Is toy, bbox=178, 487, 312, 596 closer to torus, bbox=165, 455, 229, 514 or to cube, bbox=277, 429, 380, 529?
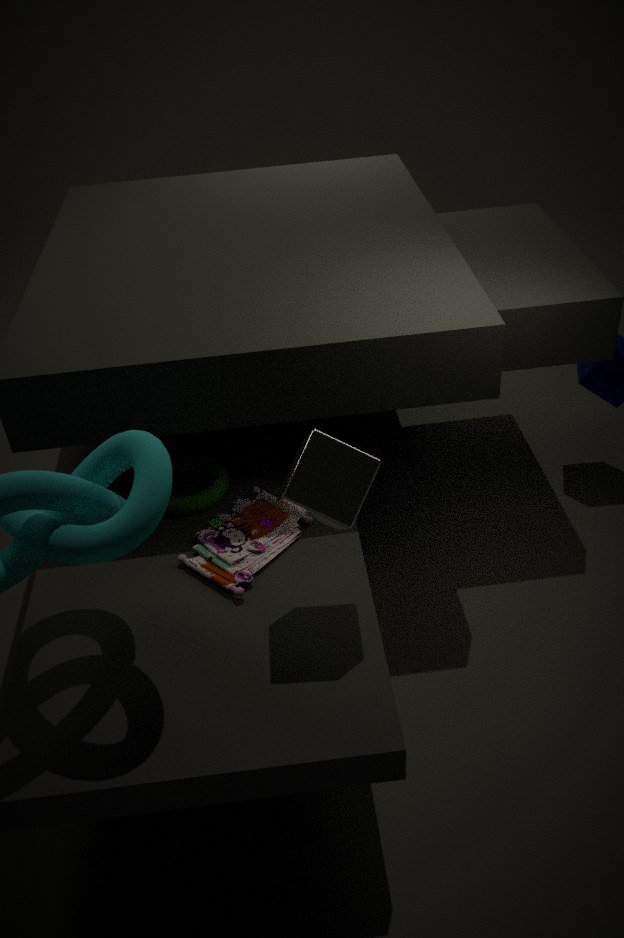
torus, bbox=165, 455, 229, 514
